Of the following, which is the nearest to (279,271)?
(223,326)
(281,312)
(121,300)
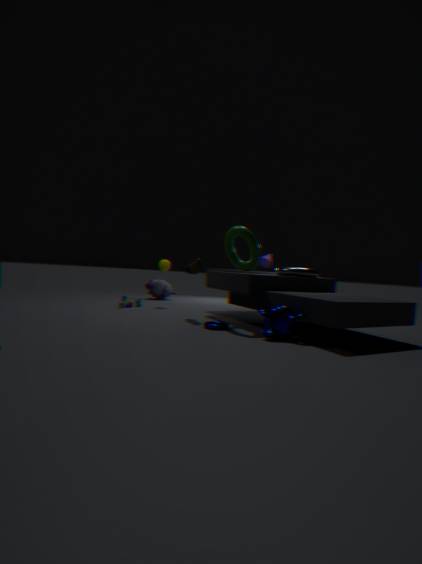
(281,312)
